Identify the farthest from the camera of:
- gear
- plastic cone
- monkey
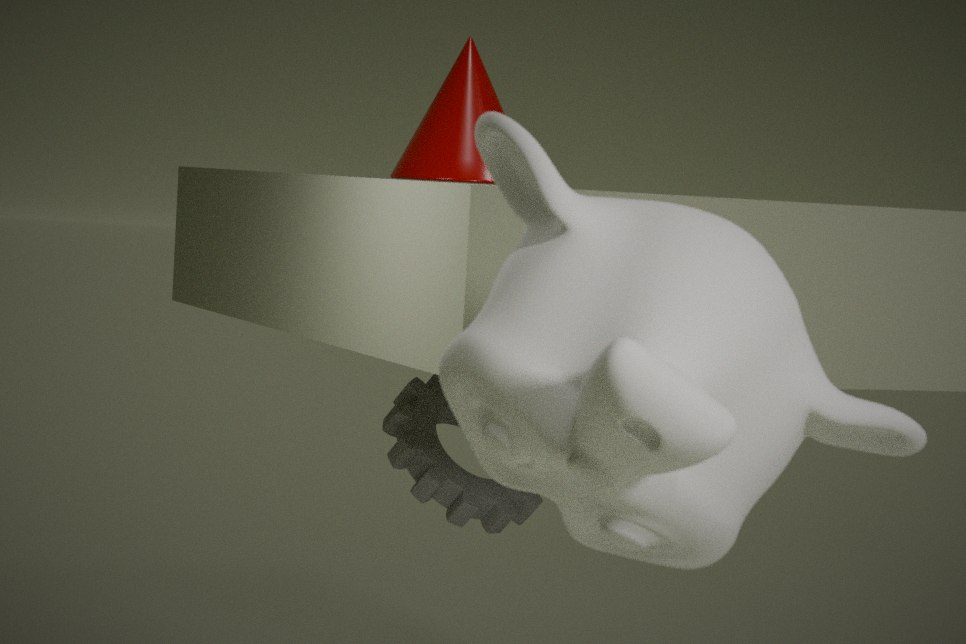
gear
